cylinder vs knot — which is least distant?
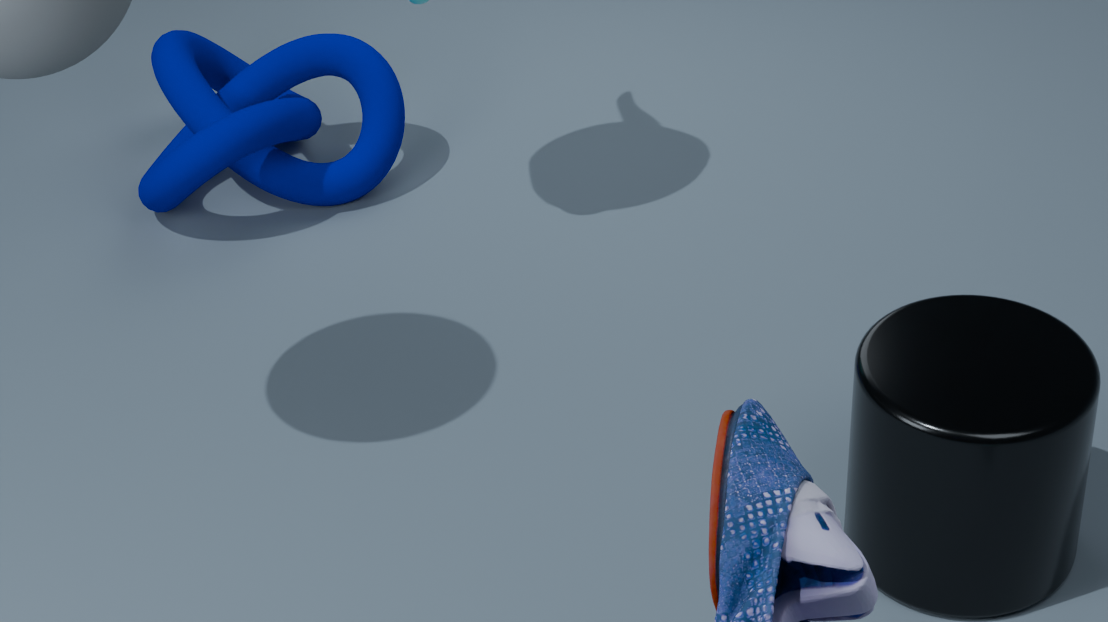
cylinder
